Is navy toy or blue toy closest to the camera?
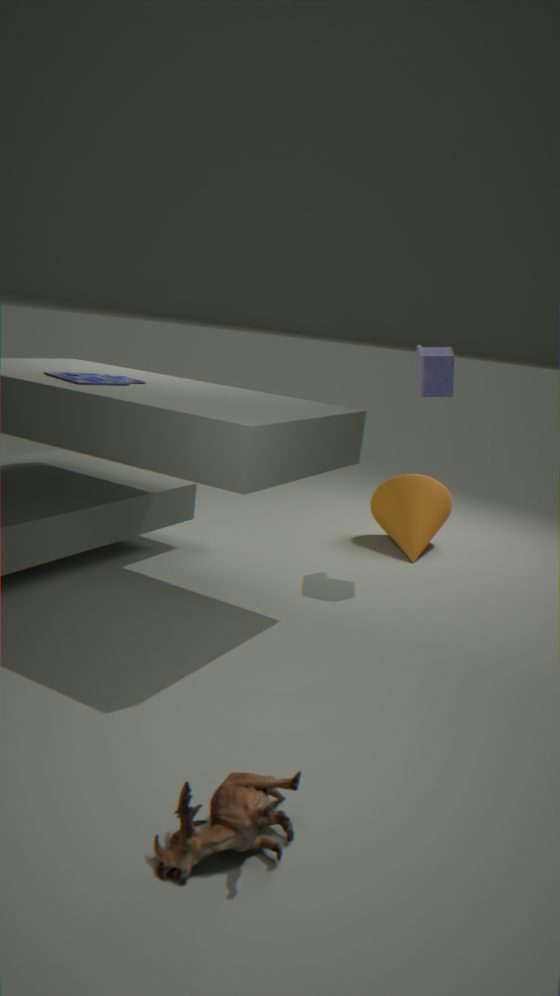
blue toy
